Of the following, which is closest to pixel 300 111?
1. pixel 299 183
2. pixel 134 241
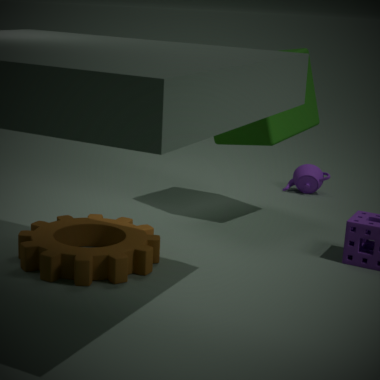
pixel 299 183
